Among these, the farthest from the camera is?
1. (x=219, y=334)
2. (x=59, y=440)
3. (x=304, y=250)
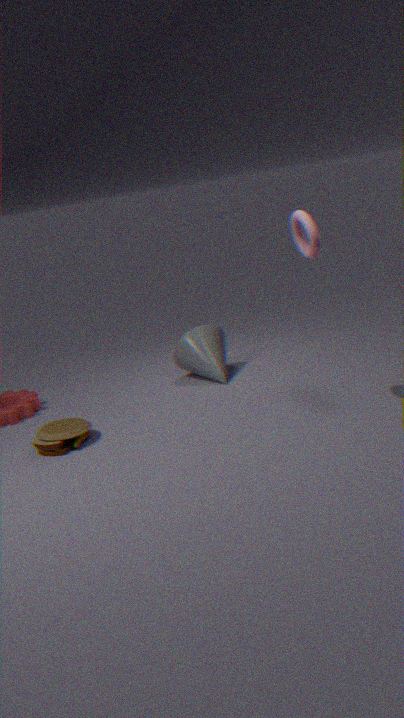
(x=219, y=334)
